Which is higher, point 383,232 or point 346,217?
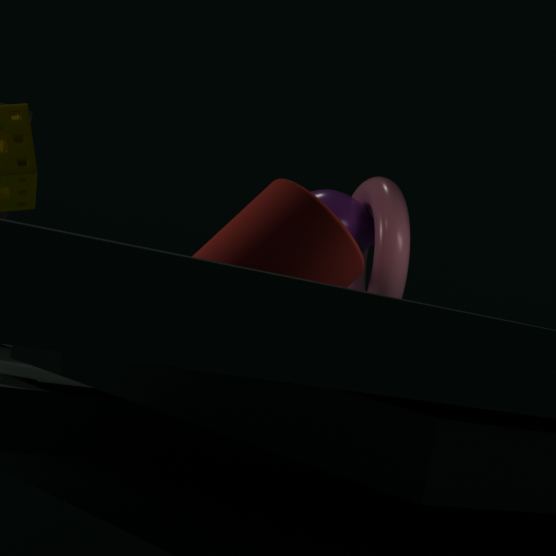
point 346,217
